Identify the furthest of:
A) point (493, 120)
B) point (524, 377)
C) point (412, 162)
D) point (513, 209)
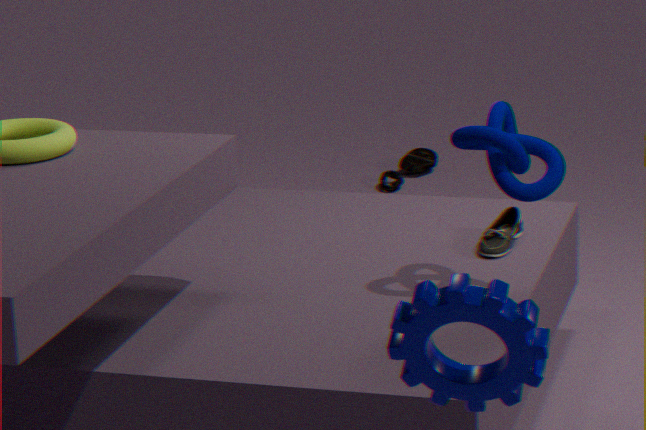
point (412, 162)
